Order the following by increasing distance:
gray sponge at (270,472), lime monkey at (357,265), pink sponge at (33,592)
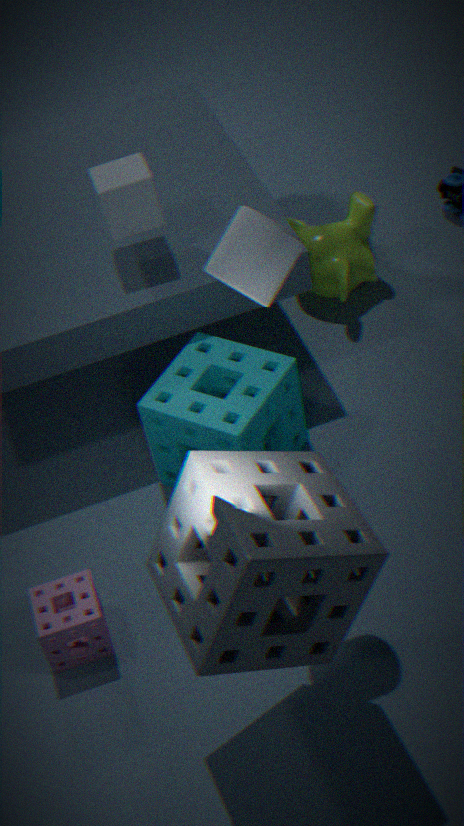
gray sponge at (270,472) → pink sponge at (33,592) → lime monkey at (357,265)
